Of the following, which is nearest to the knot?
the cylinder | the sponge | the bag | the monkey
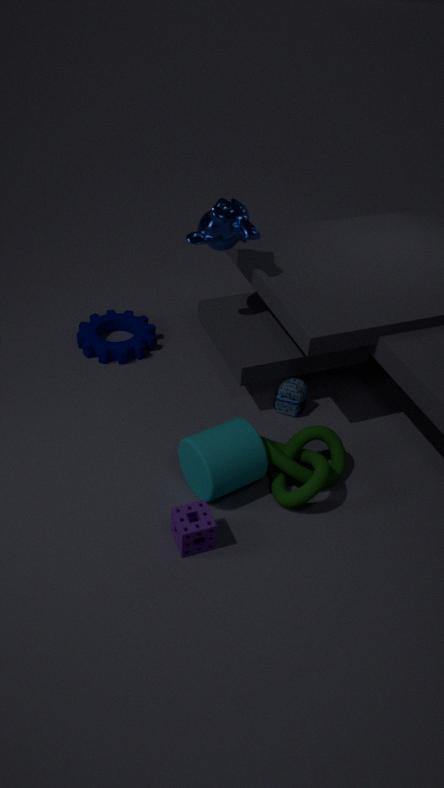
the cylinder
